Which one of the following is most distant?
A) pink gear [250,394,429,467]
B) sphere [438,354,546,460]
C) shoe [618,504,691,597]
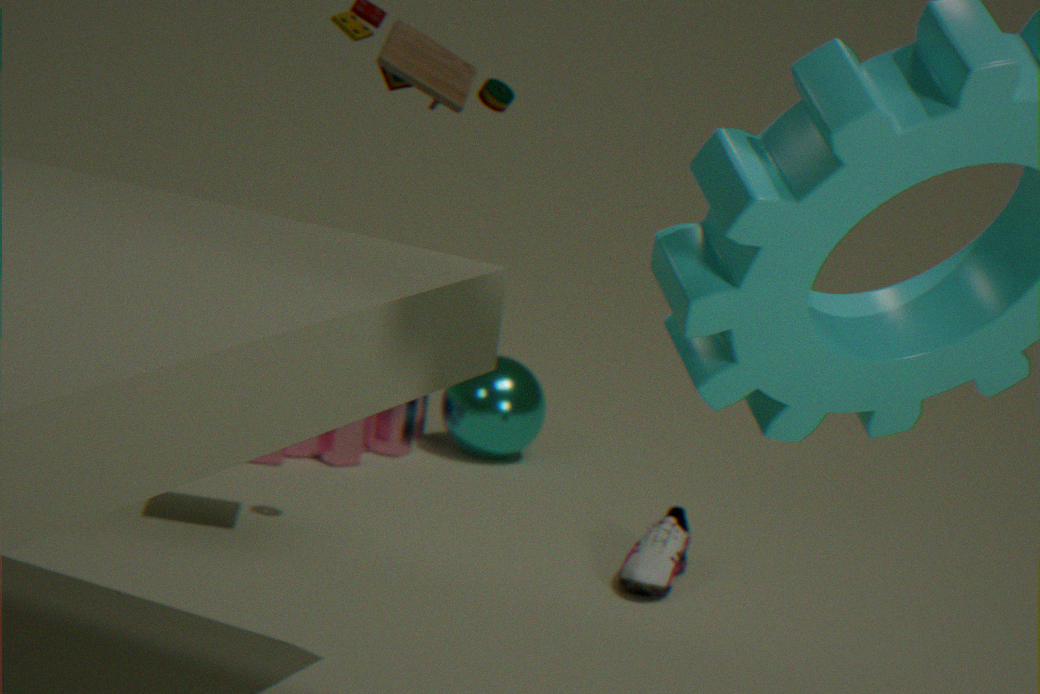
B. sphere [438,354,546,460]
